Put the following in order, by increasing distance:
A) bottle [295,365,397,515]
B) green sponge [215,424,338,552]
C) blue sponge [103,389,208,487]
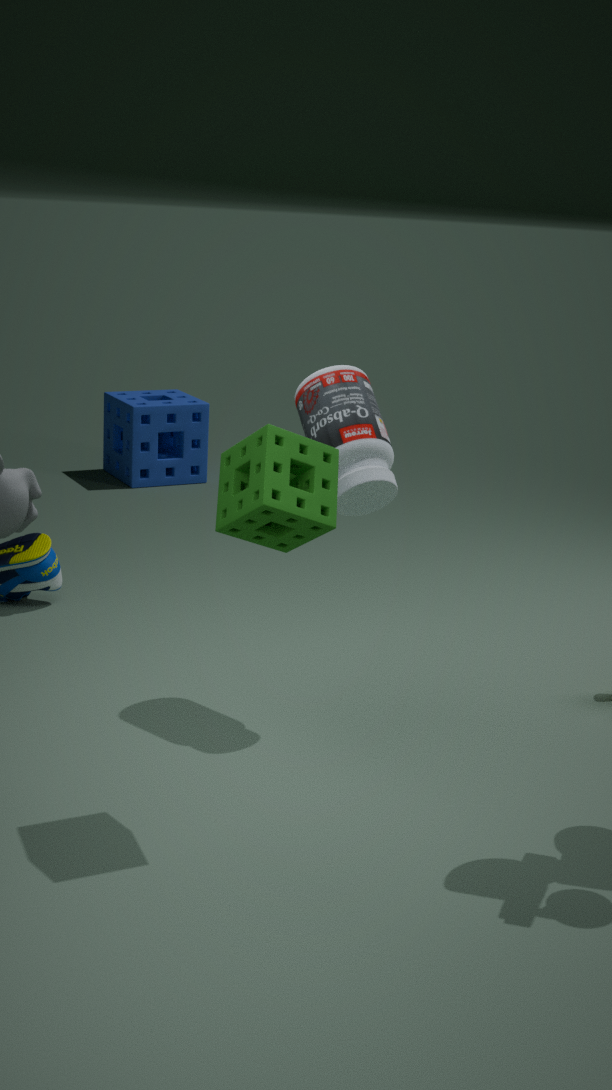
green sponge [215,424,338,552] → bottle [295,365,397,515] → blue sponge [103,389,208,487]
